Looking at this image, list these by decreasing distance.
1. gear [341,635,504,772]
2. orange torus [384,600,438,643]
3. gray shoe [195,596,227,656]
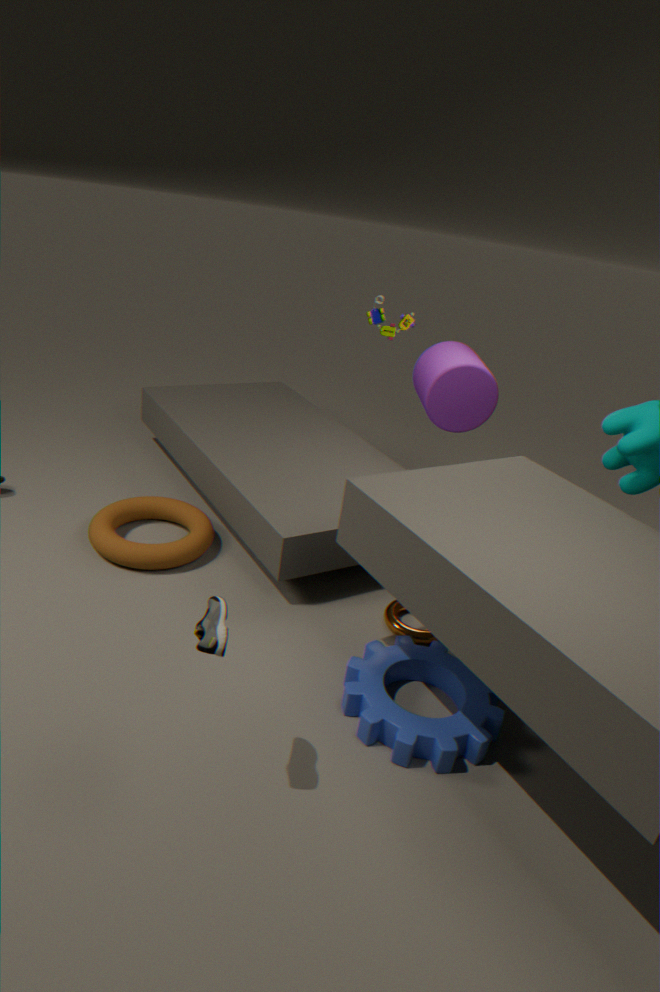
1. orange torus [384,600,438,643]
2. gear [341,635,504,772]
3. gray shoe [195,596,227,656]
